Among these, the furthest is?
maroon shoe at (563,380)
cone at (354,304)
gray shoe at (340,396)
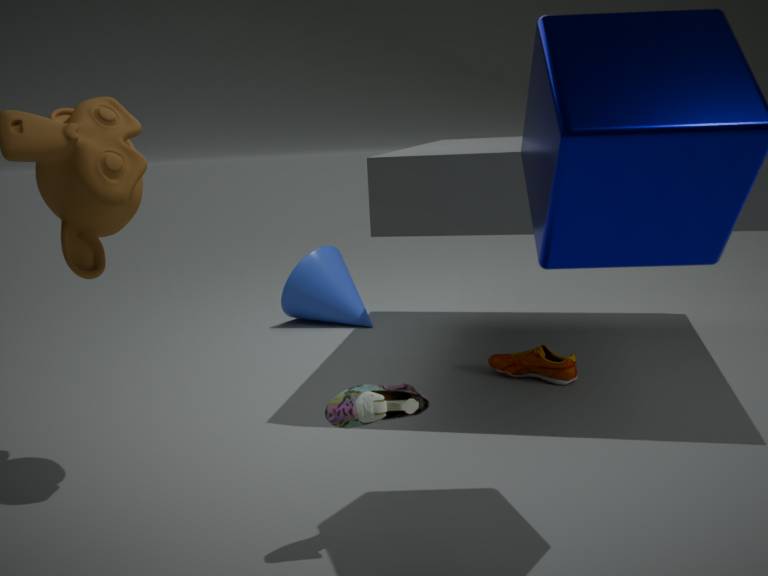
cone at (354,304)
